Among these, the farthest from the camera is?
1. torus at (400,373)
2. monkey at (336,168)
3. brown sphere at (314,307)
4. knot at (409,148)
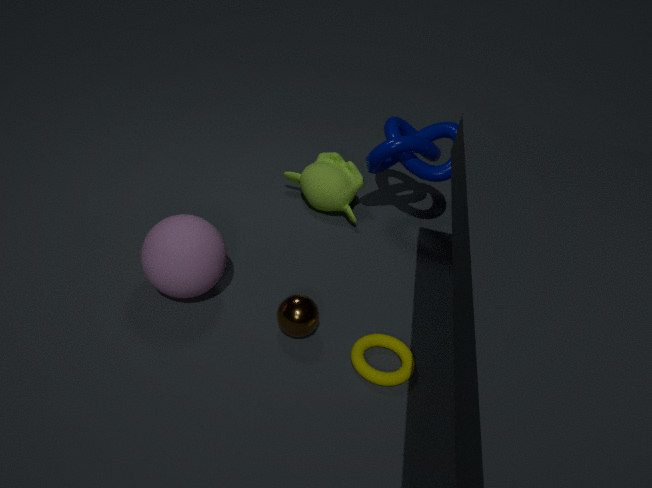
monkey at (336,168)
